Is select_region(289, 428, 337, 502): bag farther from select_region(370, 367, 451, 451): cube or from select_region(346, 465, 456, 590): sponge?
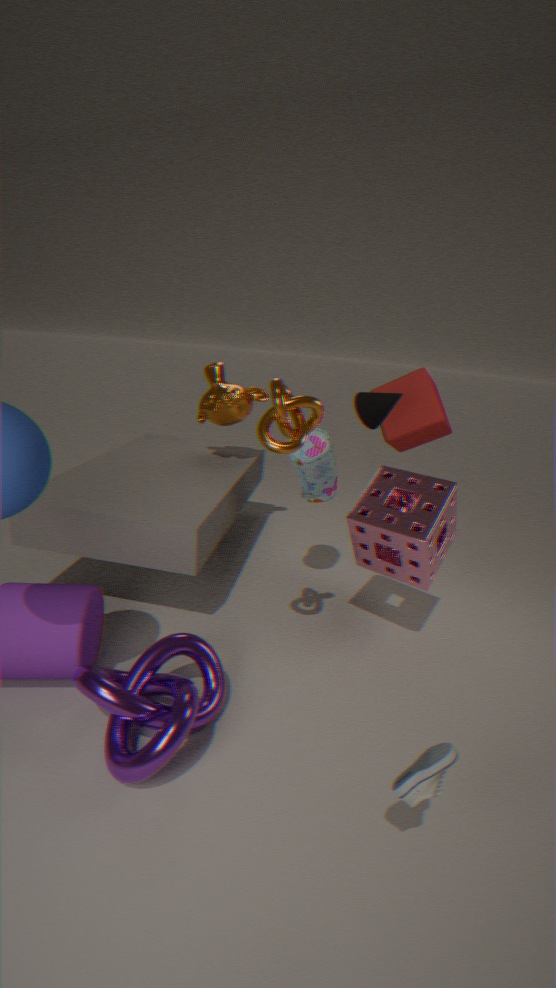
select_region(370, 367, 451, 451): cube
